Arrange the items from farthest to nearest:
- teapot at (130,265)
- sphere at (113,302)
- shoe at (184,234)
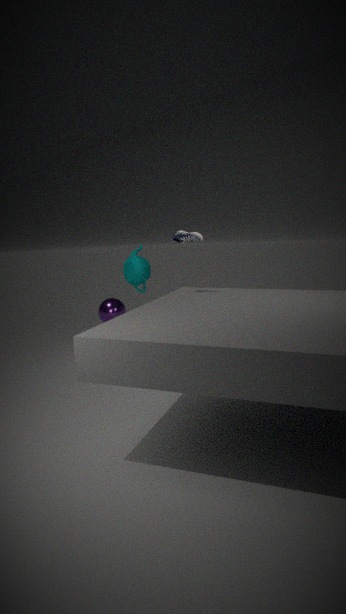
sphere at (113,302) → teapot at (130,265) → shoe at (184,234)
